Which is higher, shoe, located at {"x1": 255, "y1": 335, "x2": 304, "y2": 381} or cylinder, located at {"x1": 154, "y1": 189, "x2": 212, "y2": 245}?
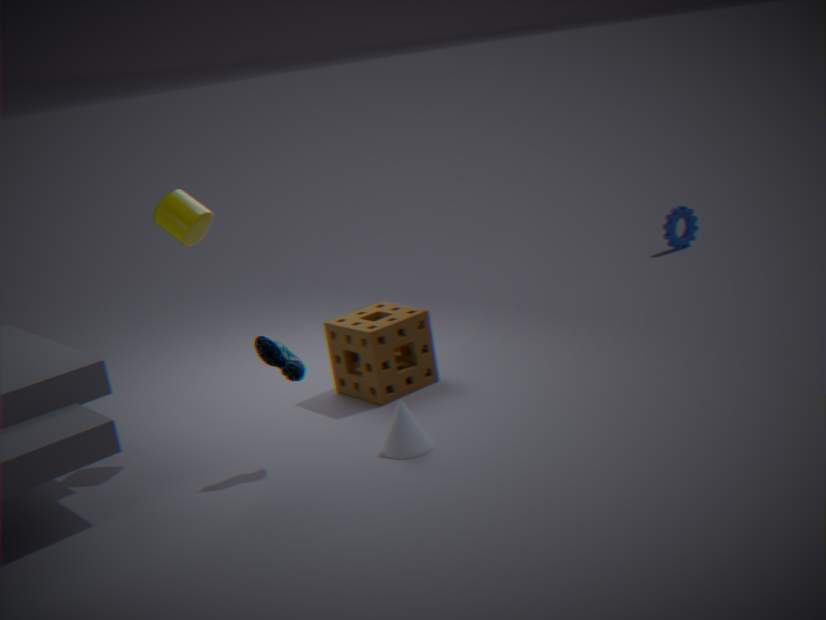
cylinder, located at {"x1": 154, "y1": 189, "x2": 212, "y2": 245}
